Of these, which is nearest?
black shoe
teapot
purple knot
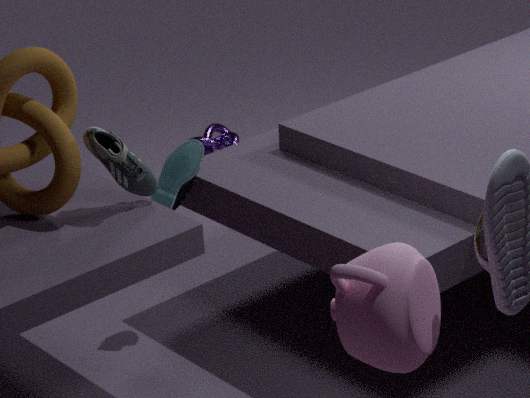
teapot
